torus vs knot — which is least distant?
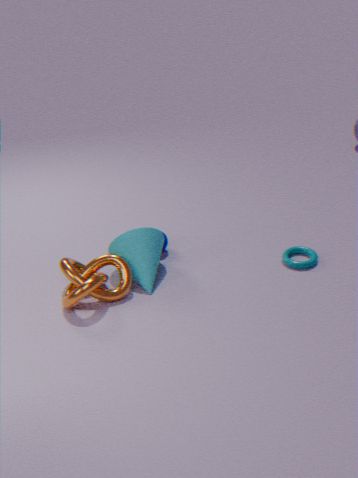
knot
